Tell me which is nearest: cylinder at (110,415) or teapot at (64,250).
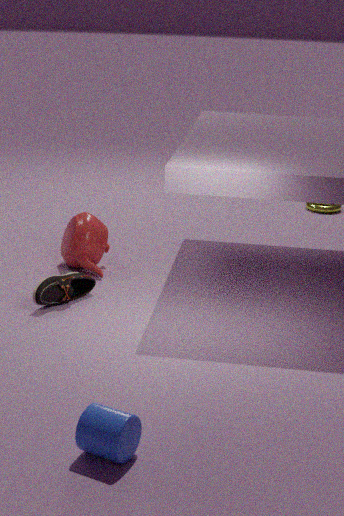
cylinder at (110,415)
